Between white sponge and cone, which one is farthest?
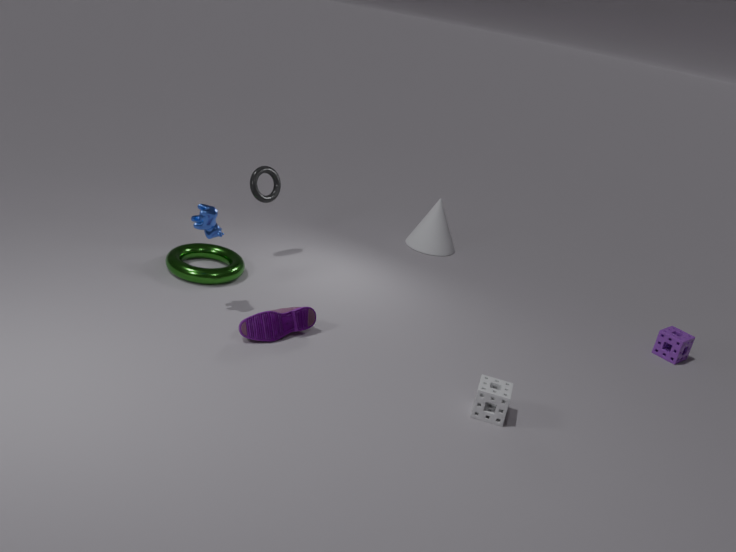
Answer: cone
